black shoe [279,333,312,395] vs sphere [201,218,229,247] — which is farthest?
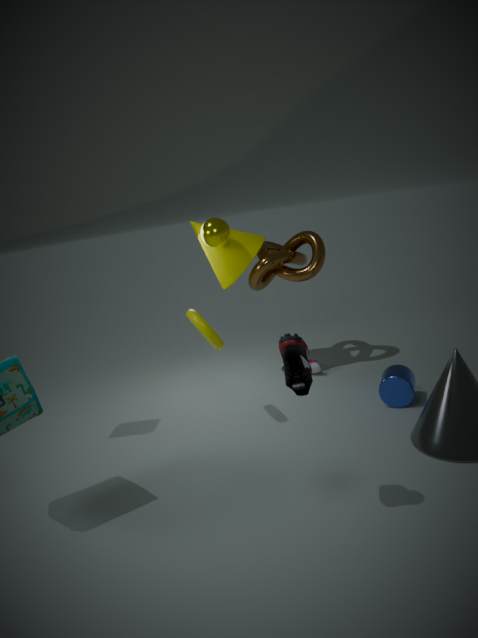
sphere [201,218,229,247]
